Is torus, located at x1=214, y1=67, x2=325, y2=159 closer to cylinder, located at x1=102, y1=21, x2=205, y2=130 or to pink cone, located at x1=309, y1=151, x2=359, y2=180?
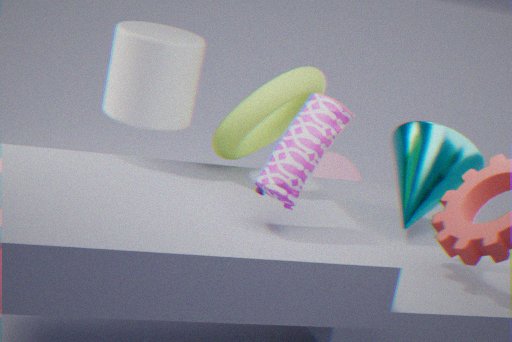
cylinder, located at x1=102, y1=21, x2=205, y2=130
